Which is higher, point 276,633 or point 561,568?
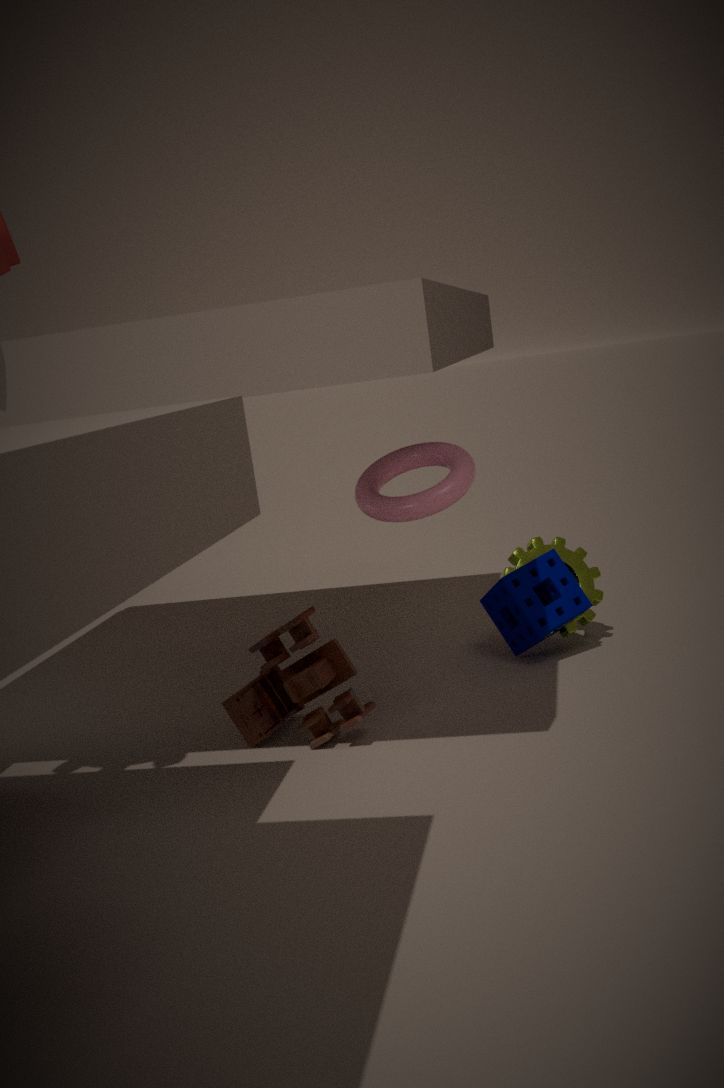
point 561,568
